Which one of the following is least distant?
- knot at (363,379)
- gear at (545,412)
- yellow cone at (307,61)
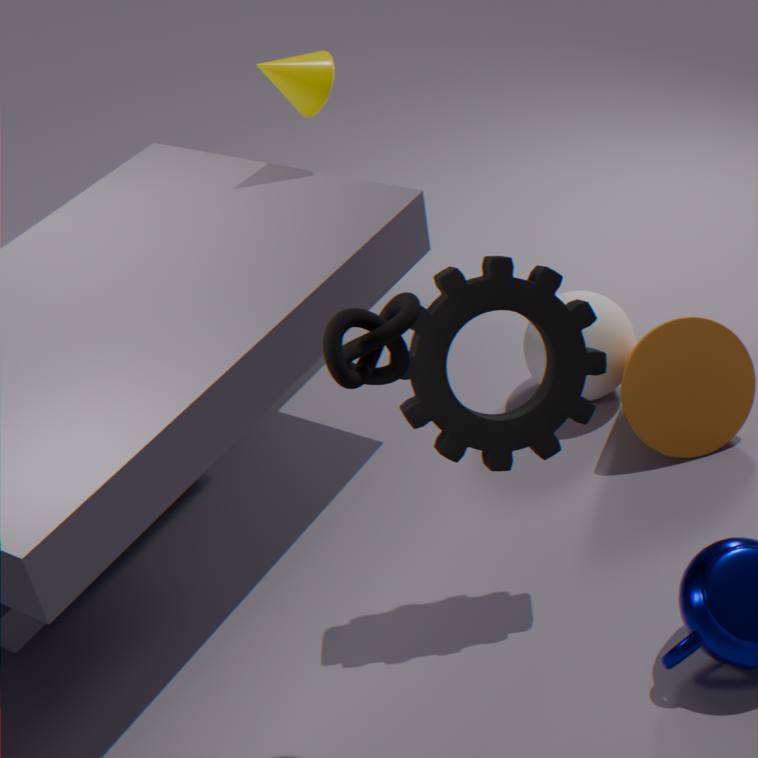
knot at (363,379)
